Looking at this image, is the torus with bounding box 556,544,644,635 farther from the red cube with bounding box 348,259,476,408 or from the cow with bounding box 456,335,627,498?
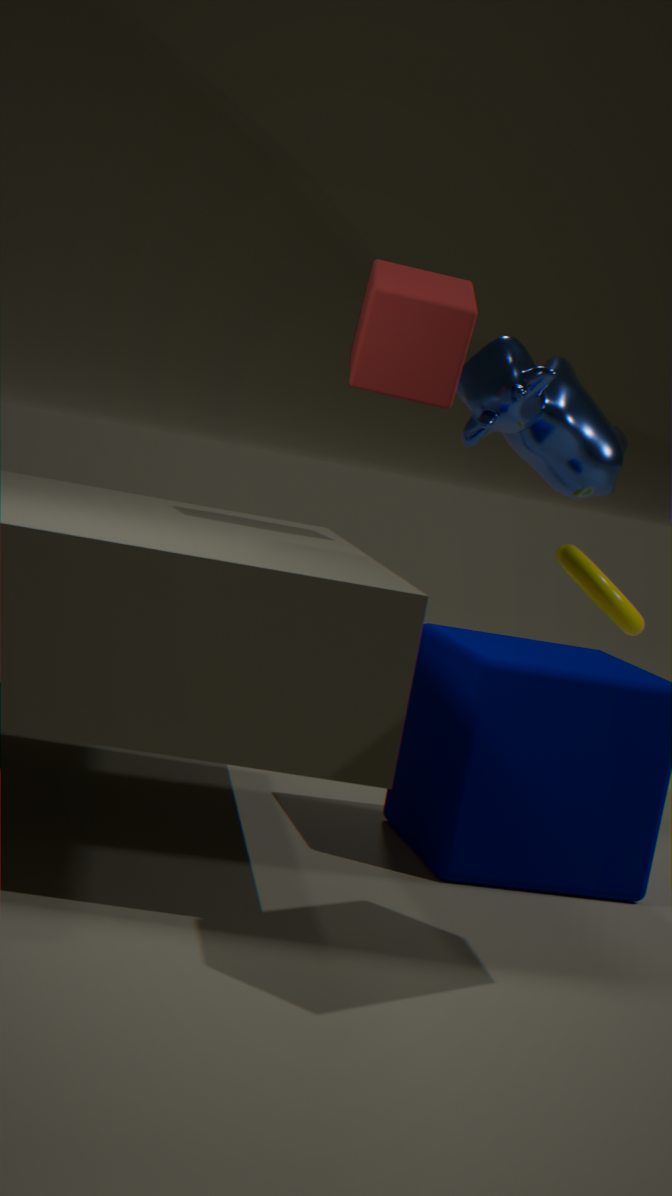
the red cube with bounding box 348,259,476,408
